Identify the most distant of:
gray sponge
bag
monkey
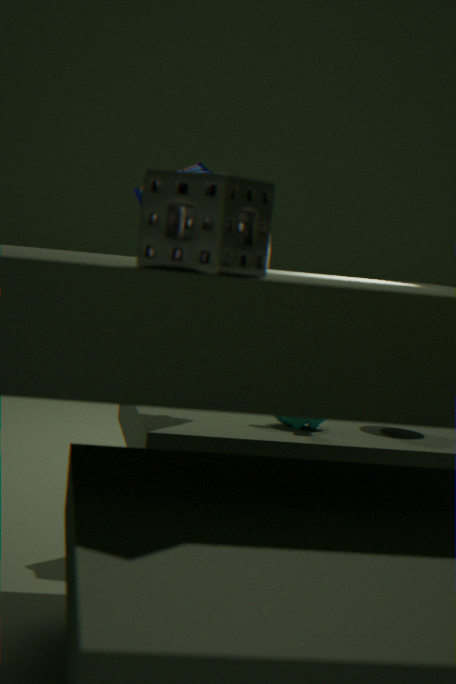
monkey
